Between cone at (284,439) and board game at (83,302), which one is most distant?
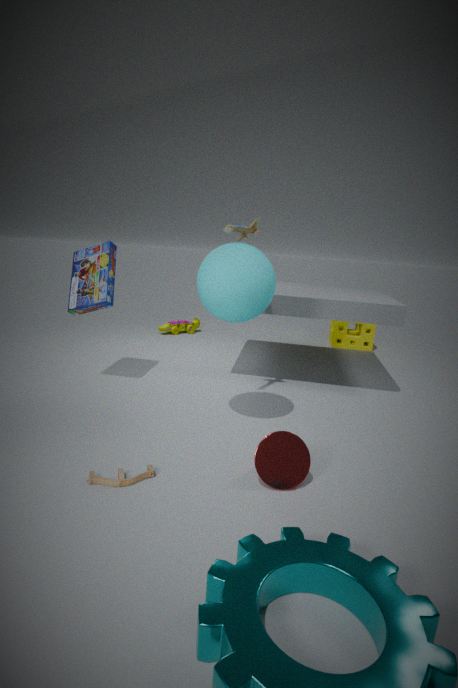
board game at (83,302)
